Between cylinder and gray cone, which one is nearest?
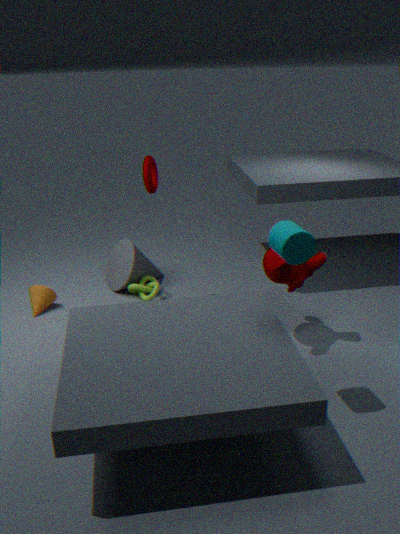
cylinder
